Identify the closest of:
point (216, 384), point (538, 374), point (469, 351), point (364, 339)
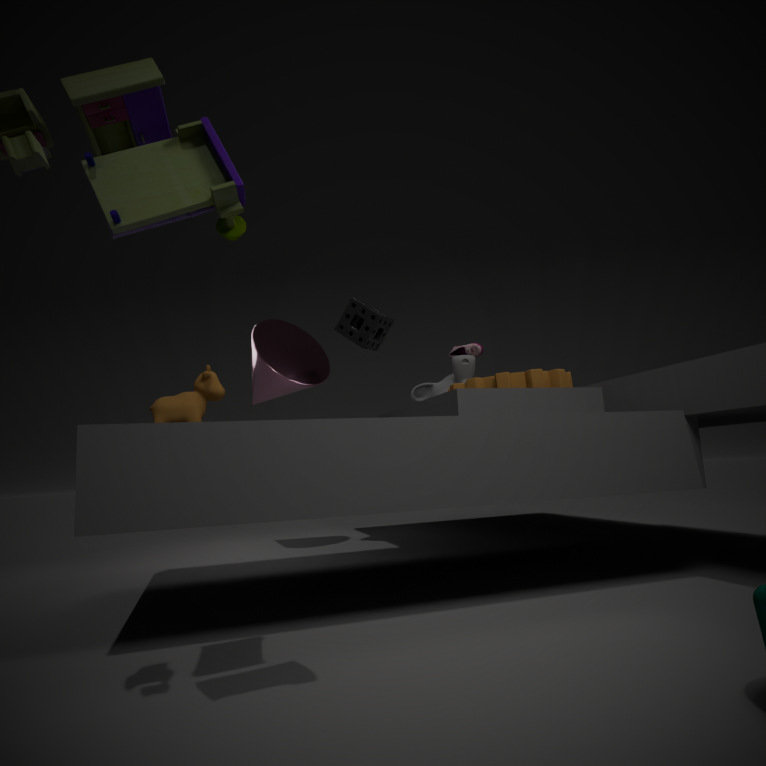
point (216, 384)
